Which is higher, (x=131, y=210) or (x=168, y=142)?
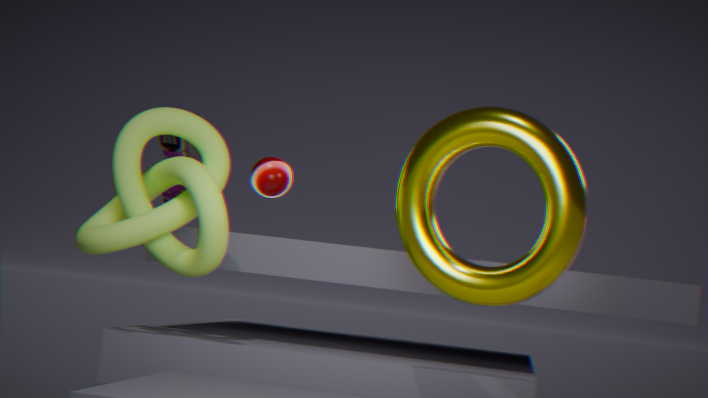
(x=168, y=142)
